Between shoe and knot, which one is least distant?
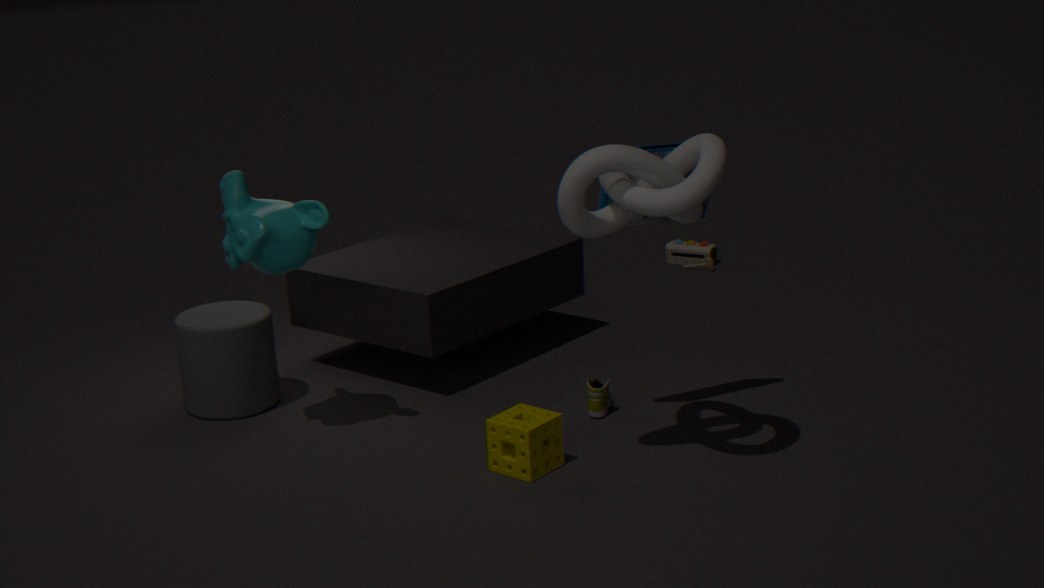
knot
